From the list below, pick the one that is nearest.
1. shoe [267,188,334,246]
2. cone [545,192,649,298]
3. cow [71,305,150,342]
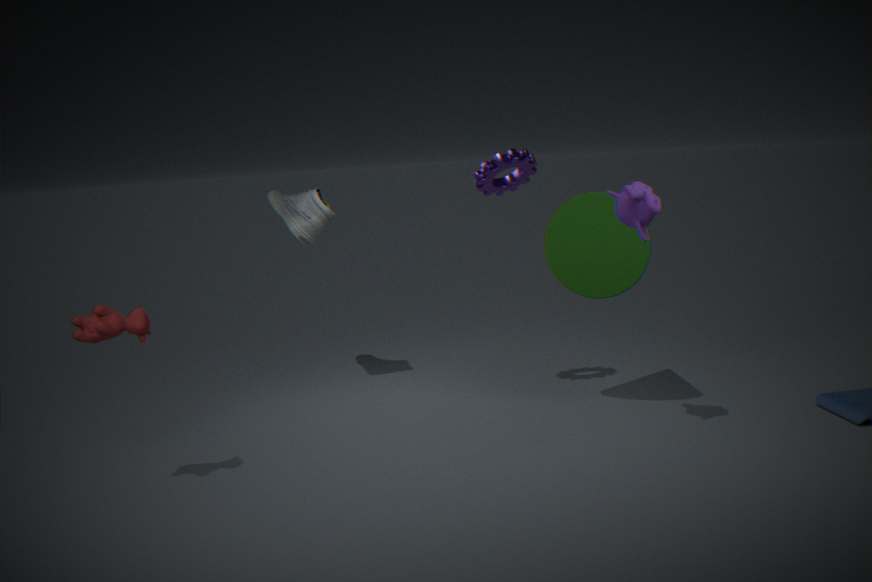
cow [71,305,150,342]
